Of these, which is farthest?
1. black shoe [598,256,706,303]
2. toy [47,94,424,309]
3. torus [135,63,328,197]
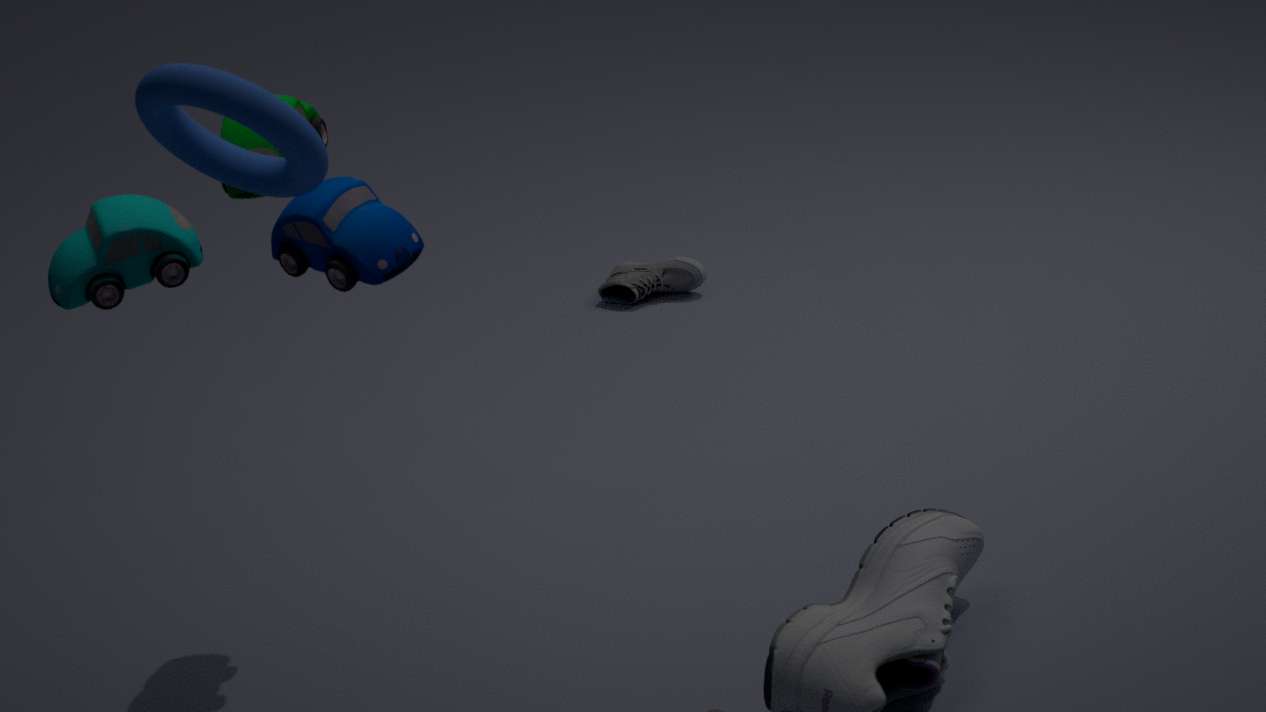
black shoe [598,256,706,303]
